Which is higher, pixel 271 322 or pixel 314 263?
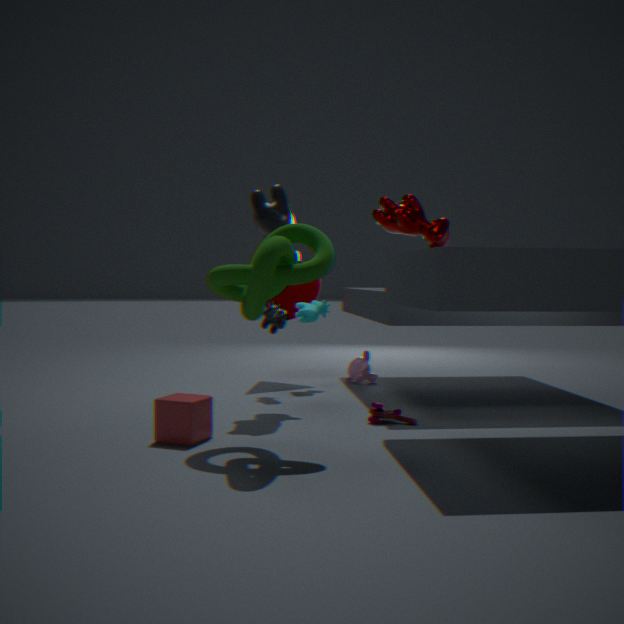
pixel 314 263
